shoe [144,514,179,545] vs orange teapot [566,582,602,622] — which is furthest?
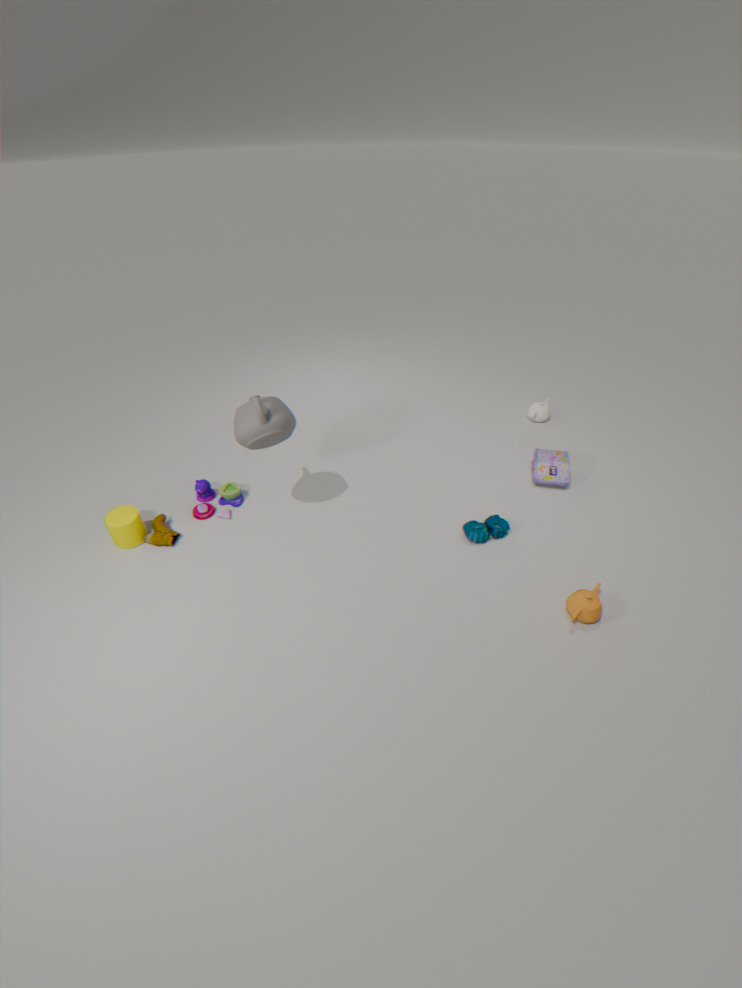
shoe [144,514,179,545]
